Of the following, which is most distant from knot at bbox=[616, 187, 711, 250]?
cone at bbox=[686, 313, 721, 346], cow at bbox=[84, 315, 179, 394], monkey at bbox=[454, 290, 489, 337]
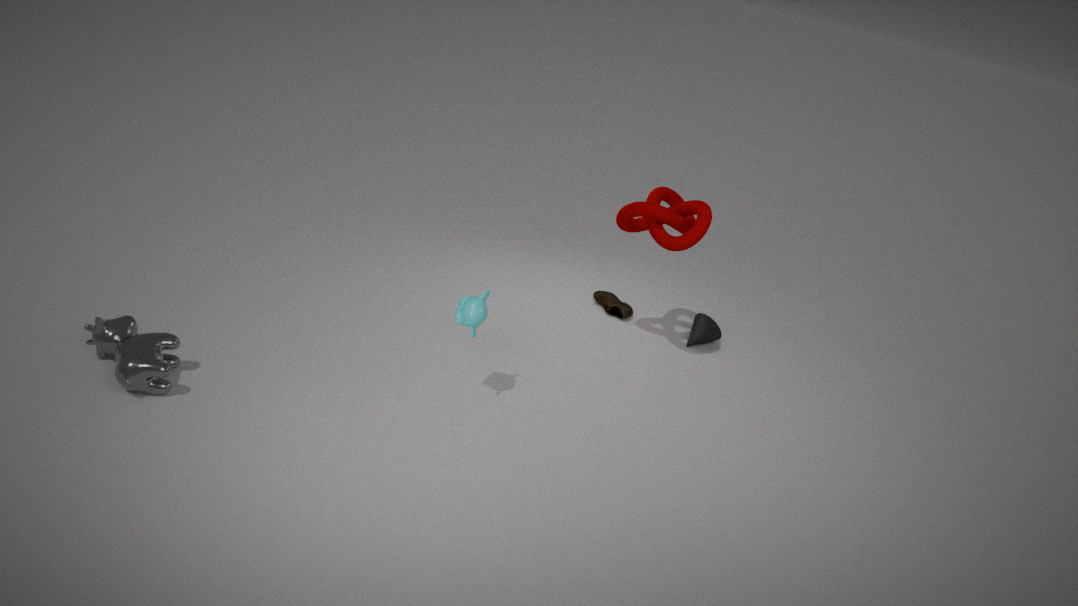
cow at bbox=[84, 315, 179, 394]
